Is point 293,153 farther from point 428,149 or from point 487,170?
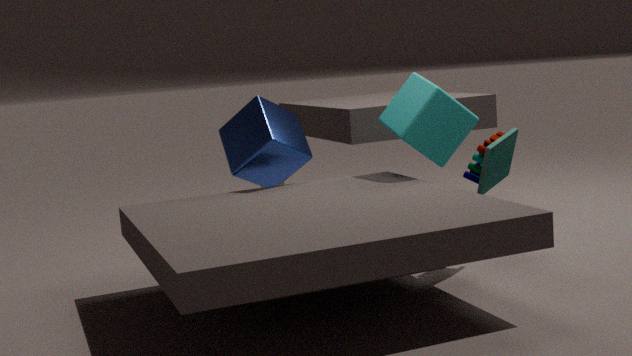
point 487,170
